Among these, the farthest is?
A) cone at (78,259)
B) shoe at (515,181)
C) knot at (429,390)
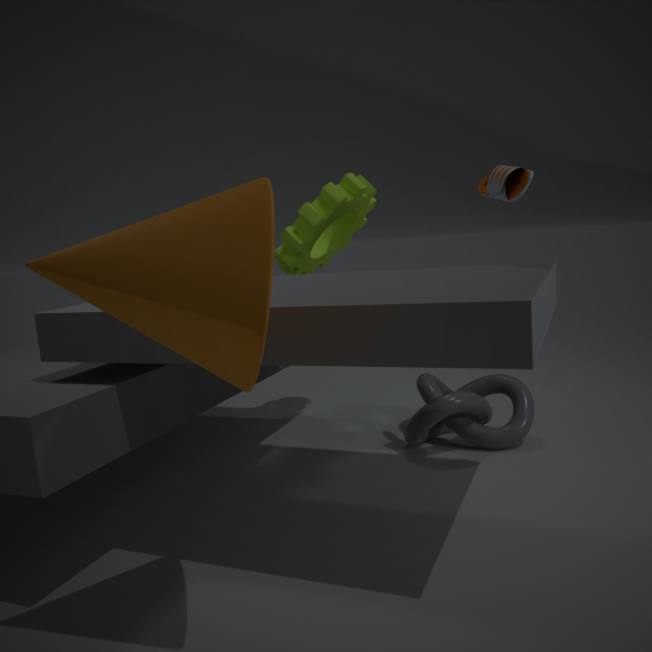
knot at (429,390)
